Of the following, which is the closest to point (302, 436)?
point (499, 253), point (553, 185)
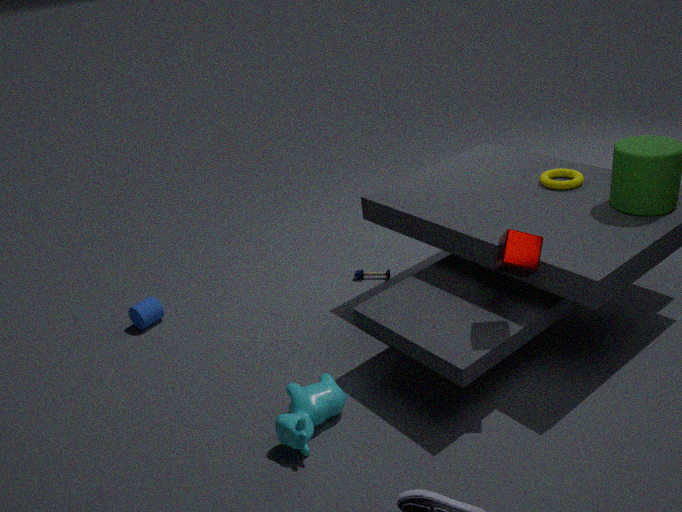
point (499, 253)
